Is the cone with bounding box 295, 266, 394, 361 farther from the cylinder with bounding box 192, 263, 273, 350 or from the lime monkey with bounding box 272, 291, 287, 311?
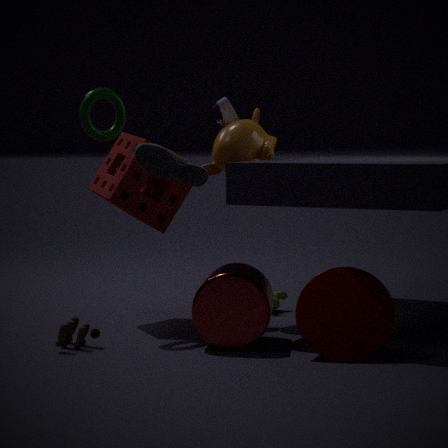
the lime monkey with bounding box 272, 291, 287, 311
